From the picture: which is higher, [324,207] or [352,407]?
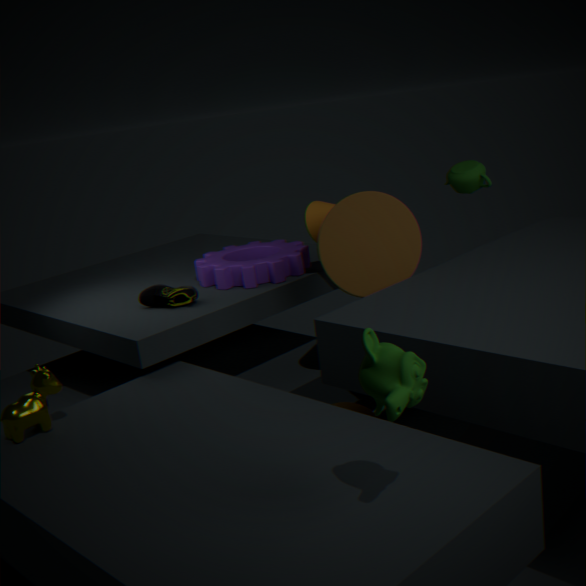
[324,207]
